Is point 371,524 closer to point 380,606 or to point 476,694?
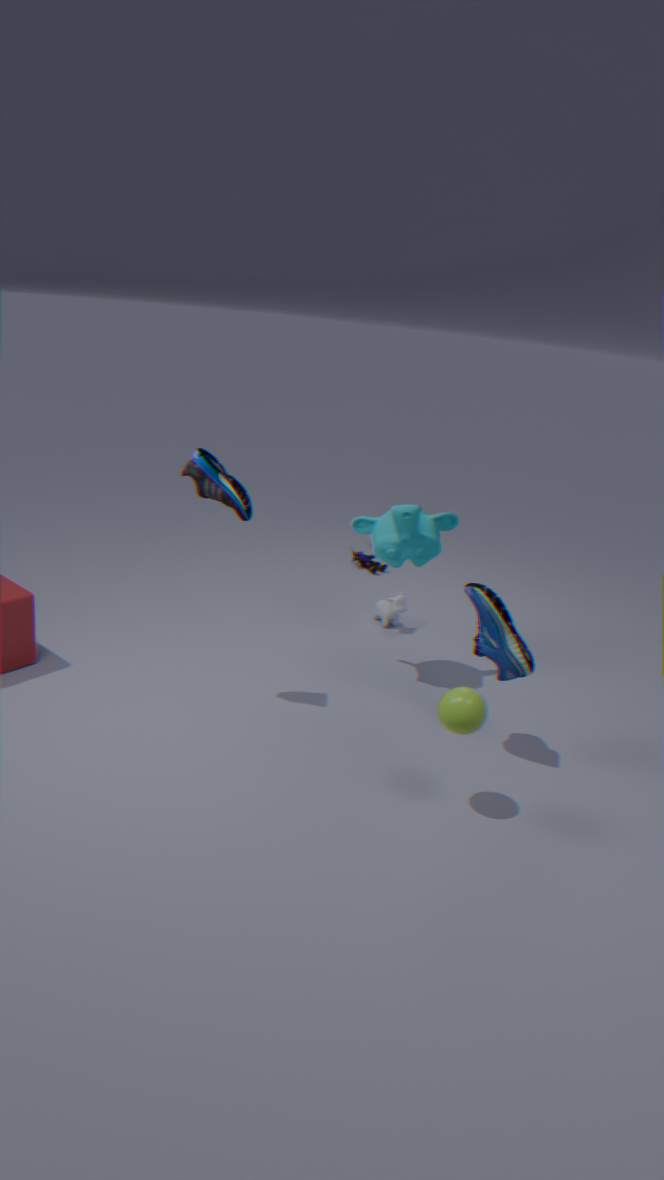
point 380,606
